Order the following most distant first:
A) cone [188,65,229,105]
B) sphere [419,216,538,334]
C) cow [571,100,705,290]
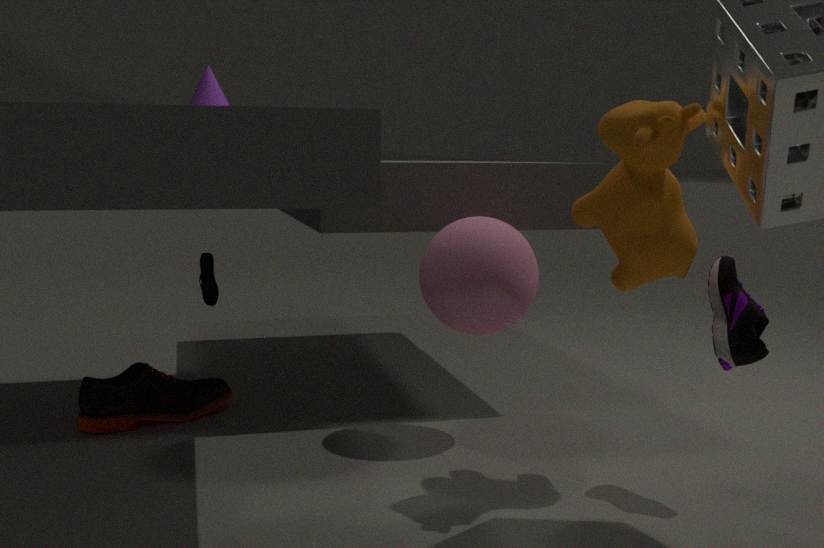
cone [188,65,229,105] < sphere [419,216,538,334] < cow [571,100,705,290]
